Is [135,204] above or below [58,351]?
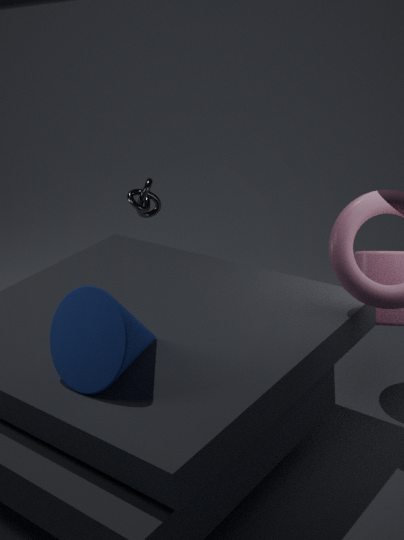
below
